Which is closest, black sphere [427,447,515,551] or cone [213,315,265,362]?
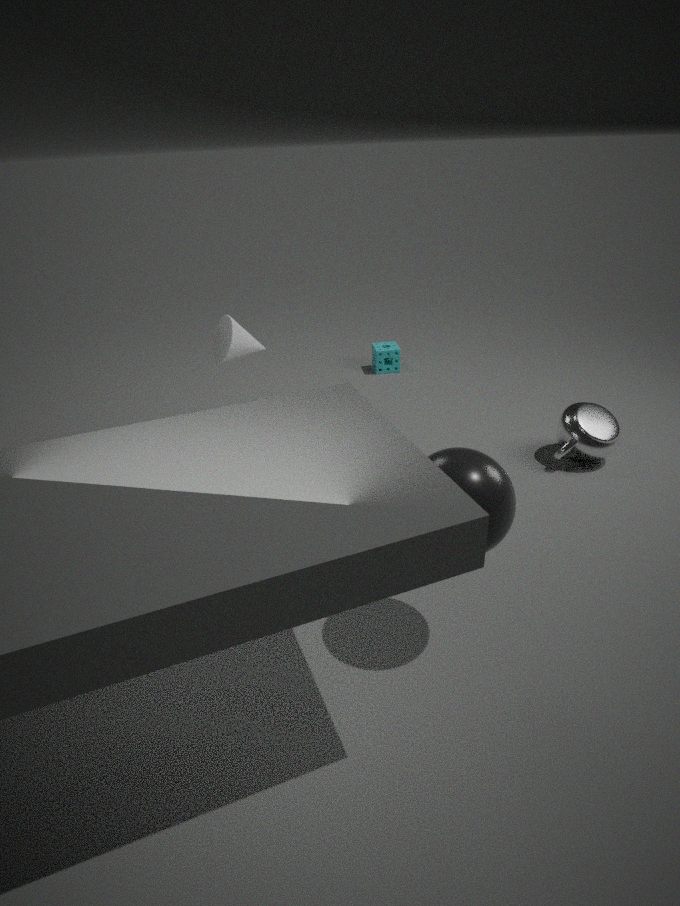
black sphere [427,447,515,551]
